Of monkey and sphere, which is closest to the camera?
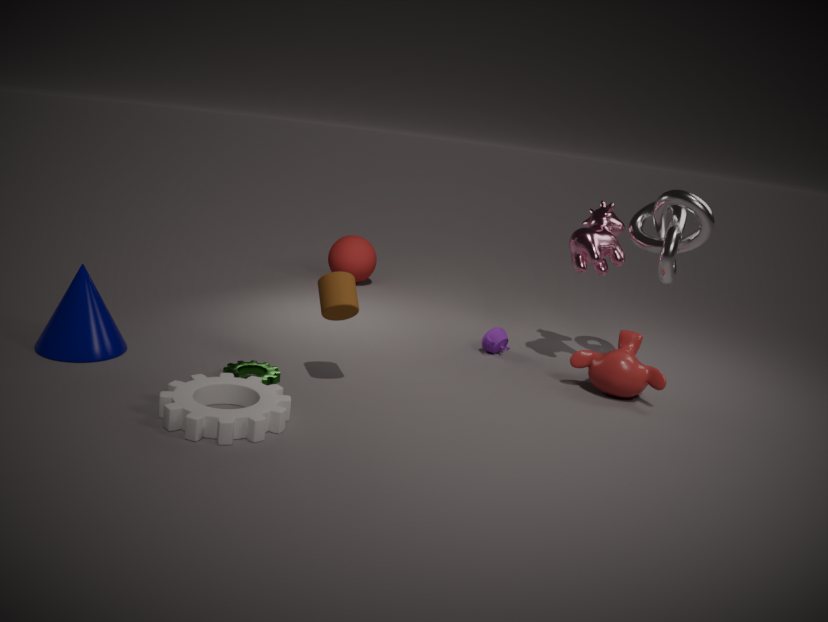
monkey
